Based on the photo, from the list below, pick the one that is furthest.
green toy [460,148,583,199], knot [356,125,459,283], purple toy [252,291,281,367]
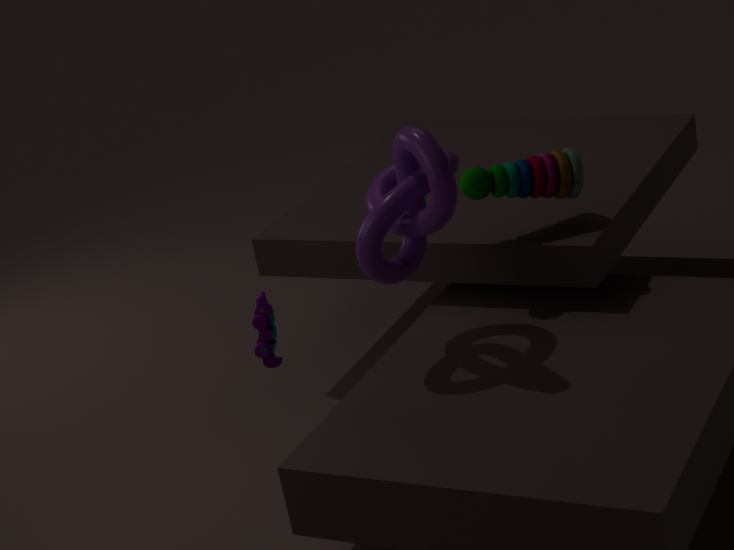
green toy [460,148,583,199]
